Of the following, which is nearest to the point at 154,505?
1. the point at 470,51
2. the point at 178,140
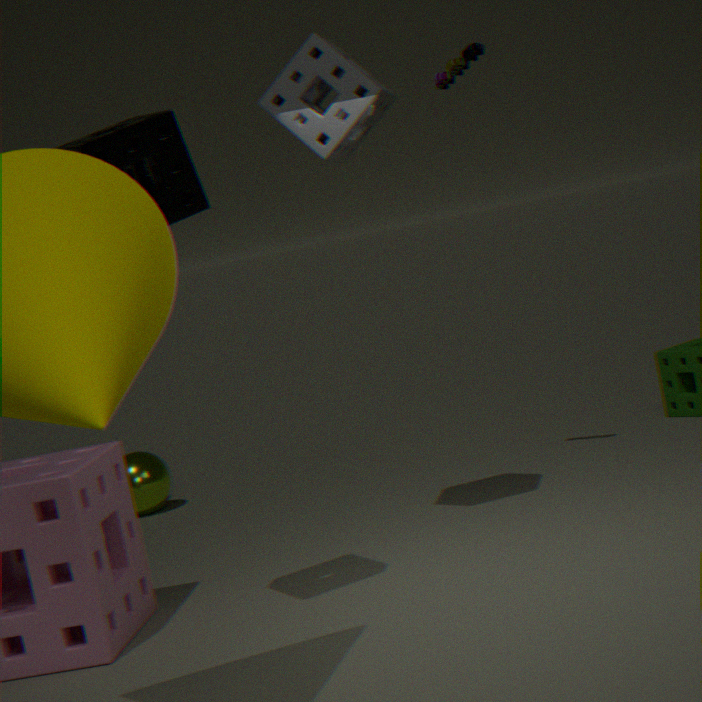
the point at 470,51
